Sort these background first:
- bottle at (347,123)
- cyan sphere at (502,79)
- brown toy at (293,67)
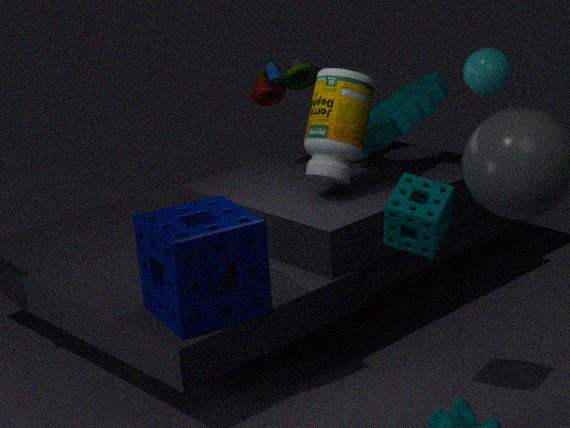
brown toy at (293,67) < bottle at (347,123) < cyan sphere at (502,79)
